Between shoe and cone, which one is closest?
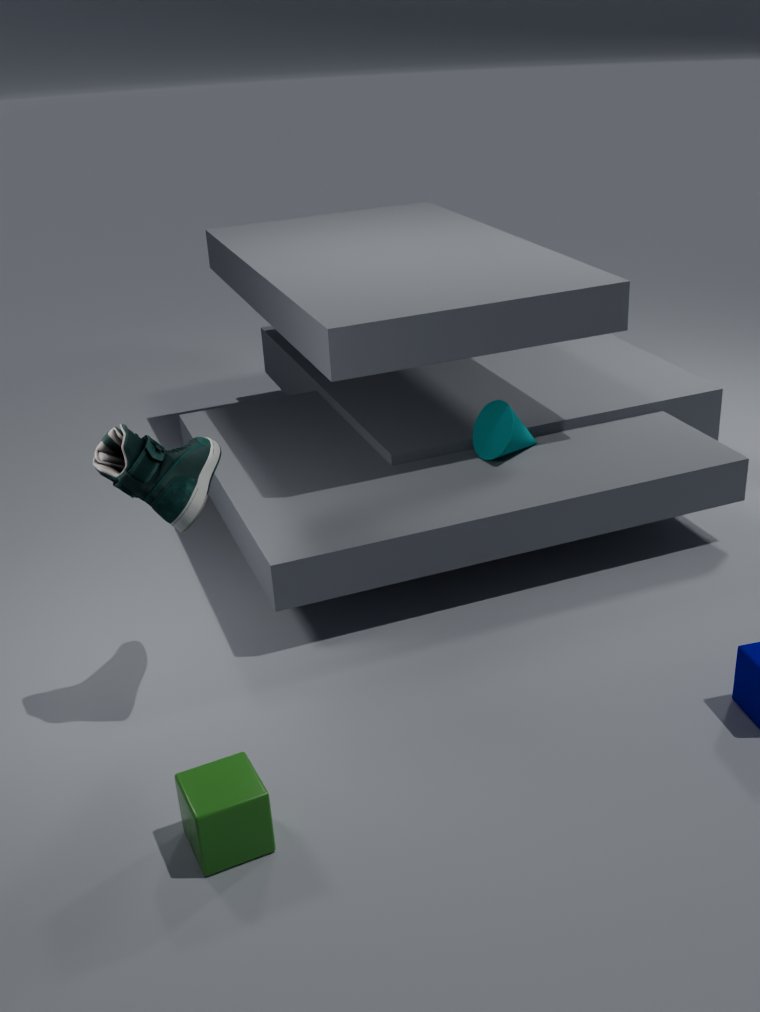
shoe
